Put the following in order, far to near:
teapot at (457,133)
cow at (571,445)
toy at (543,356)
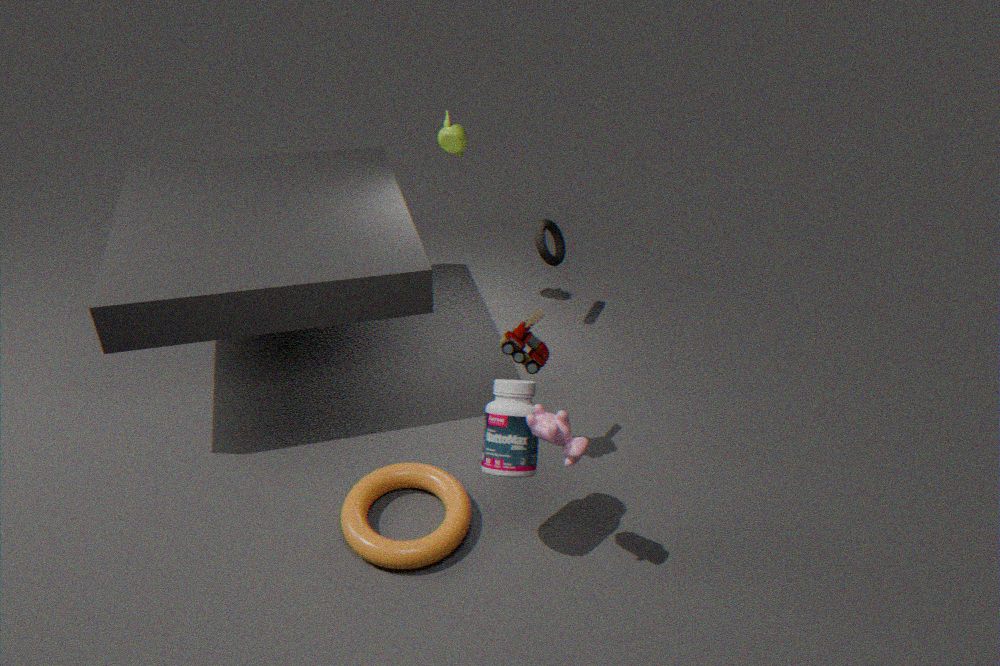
teapot at (457,133), toy at (543,356), cow at (571,445)
